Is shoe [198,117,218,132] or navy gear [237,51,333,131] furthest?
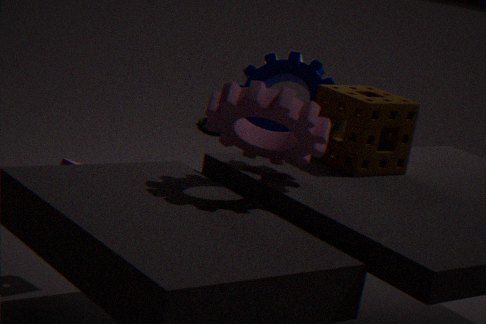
shoe [198,117,218,132]
